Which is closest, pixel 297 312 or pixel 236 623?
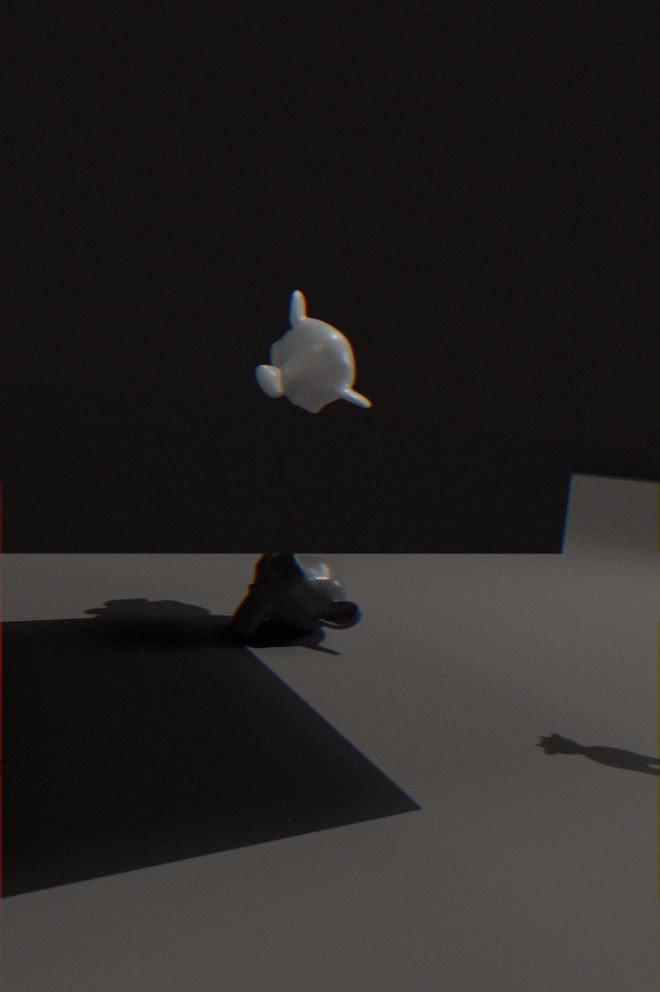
pixel 236 623
